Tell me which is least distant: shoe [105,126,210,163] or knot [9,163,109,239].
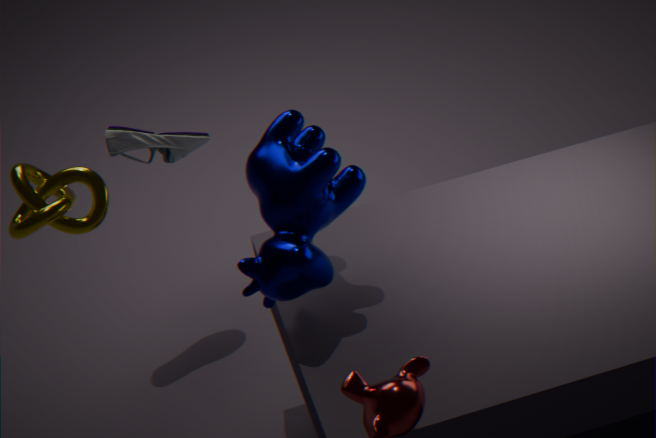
knot [9,163,109,239]
